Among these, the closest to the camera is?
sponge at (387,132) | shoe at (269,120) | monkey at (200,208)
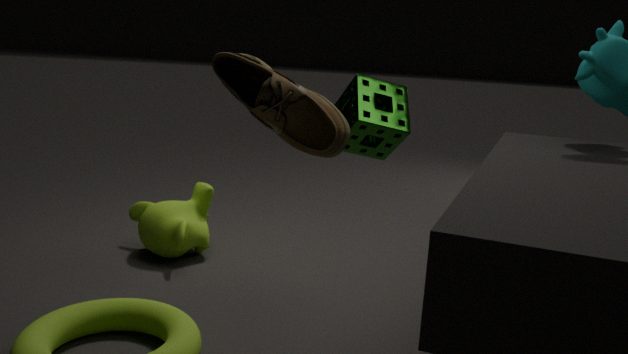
shoe at (269,120)
